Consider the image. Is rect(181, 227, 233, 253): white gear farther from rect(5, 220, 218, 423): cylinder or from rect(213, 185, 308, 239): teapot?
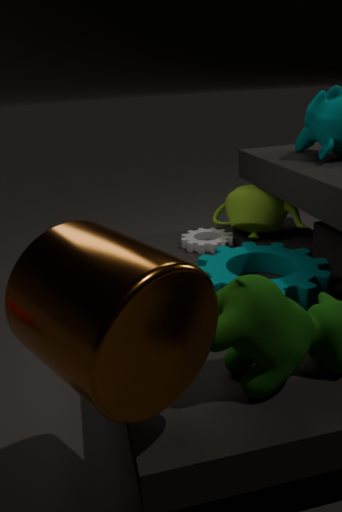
rect(5, 220, 218, 423): cylinder
